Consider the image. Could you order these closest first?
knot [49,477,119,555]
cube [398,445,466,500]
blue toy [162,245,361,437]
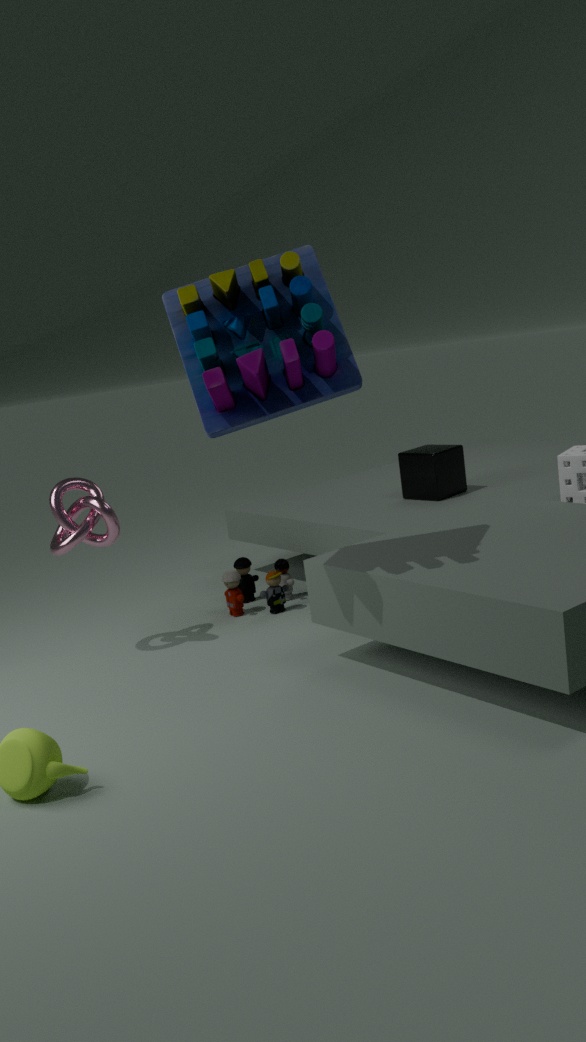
blue toy [162,245,361,437], knot [49,477,119,555], cube [398,445,466,500]
